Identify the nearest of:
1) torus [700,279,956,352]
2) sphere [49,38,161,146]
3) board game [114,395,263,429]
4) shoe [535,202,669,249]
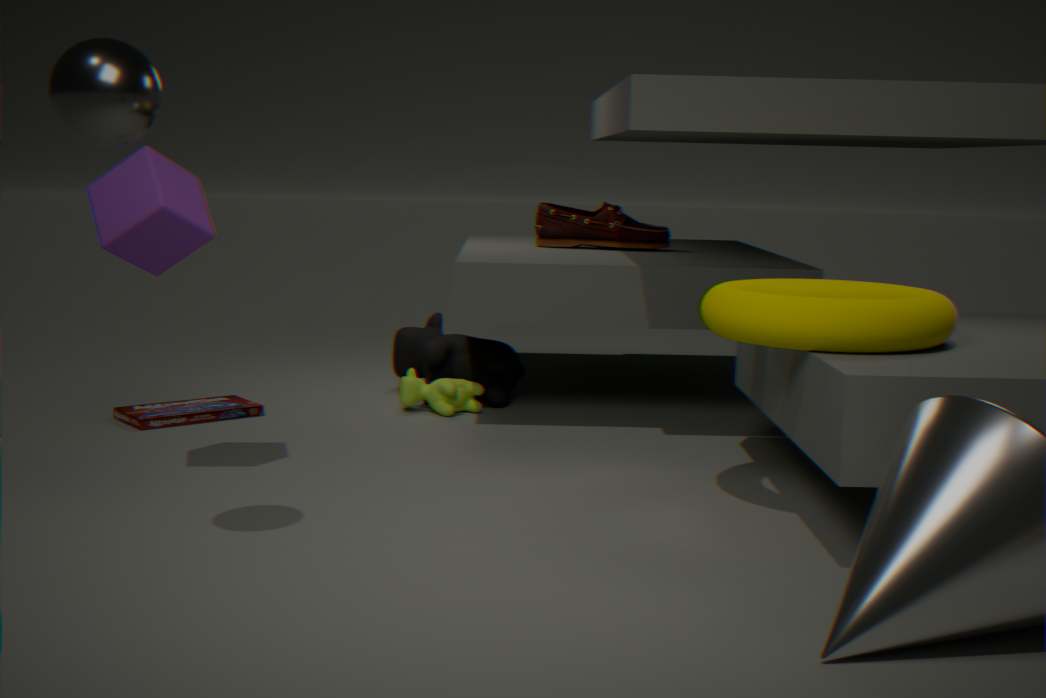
2. sphere [49,38,161,146]
